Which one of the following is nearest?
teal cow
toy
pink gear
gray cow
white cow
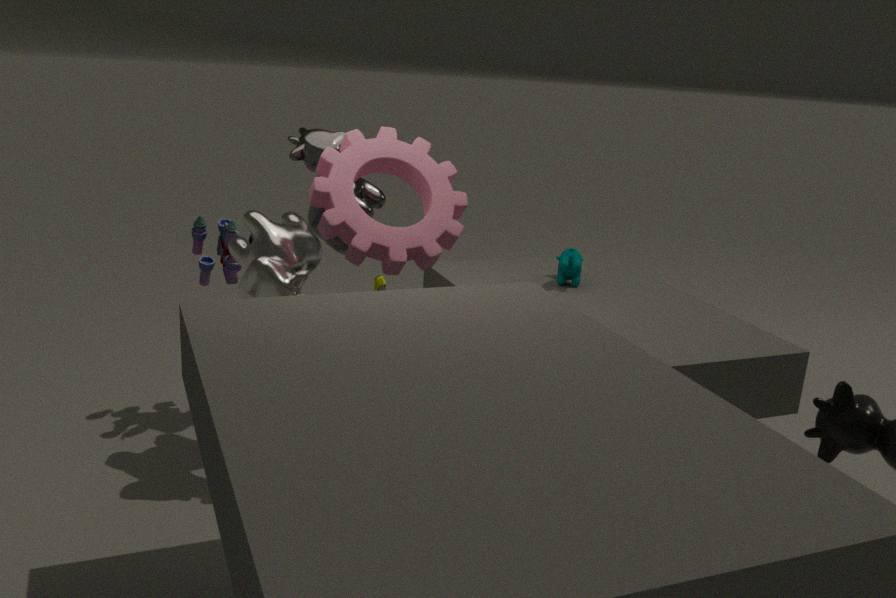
white cow
